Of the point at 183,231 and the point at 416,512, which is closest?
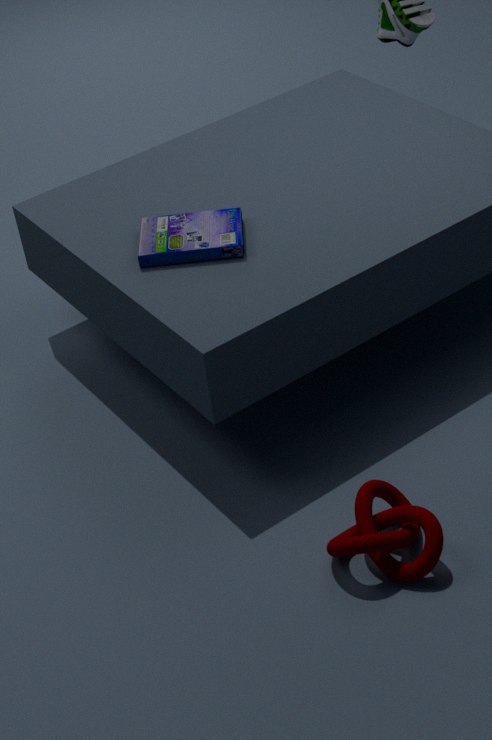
the point at 416,512
